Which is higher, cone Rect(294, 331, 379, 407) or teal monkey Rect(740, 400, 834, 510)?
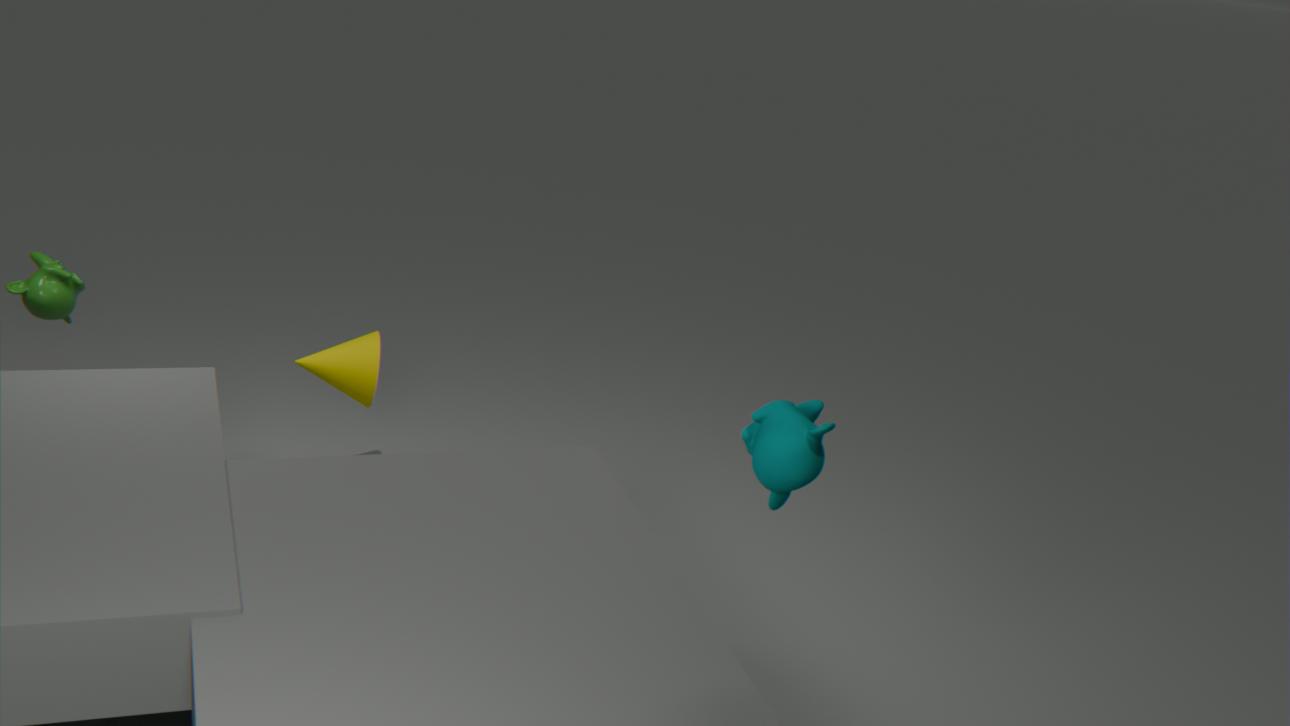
teal monkey Rect(740, 400, 834, 510)
